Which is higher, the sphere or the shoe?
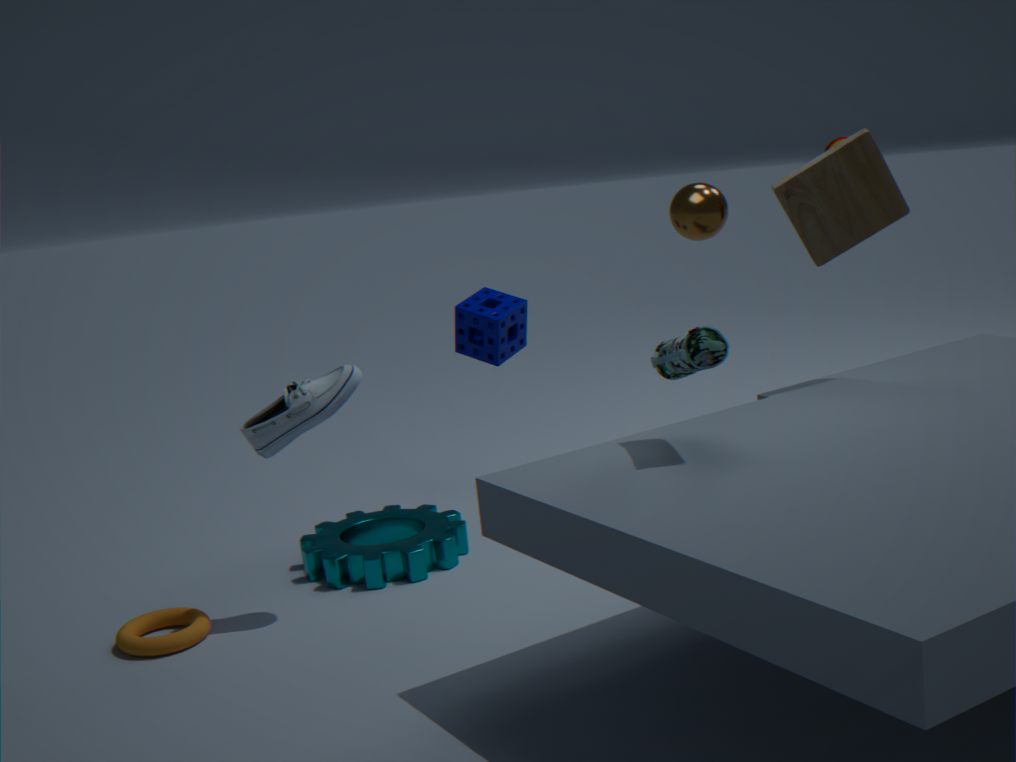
the sphere
